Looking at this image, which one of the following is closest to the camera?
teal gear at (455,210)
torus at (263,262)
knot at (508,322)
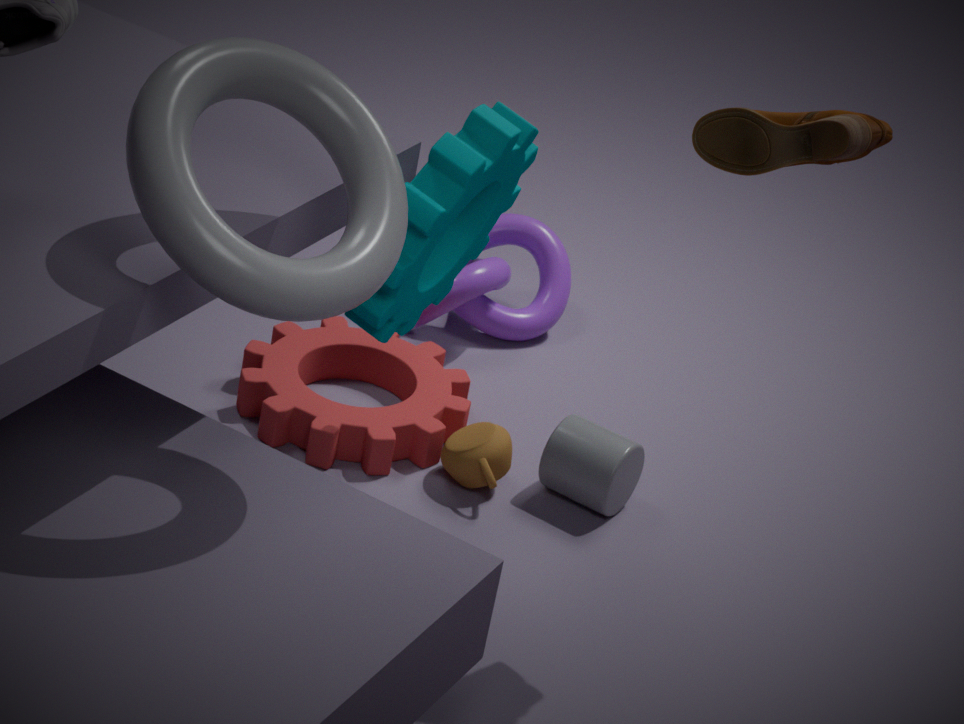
torus at (263,262)
